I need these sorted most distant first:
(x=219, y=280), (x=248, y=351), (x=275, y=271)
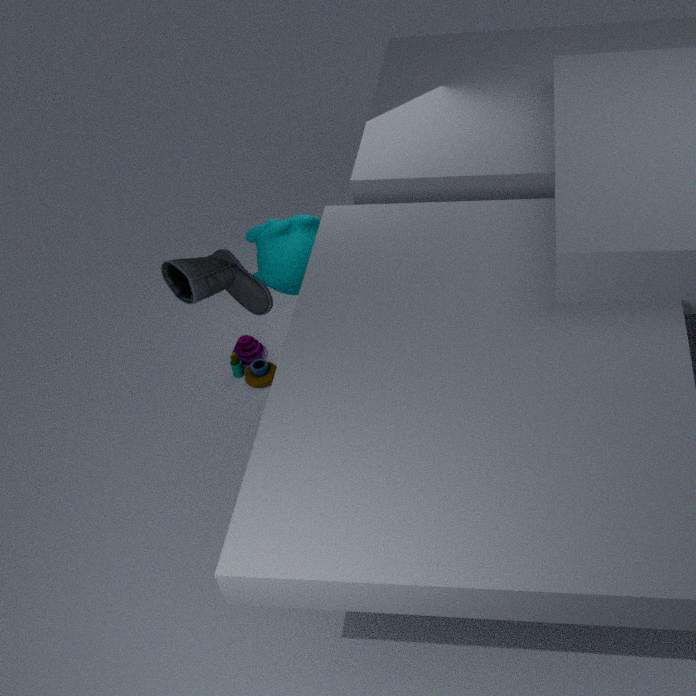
(x=248, y=351) → (x=275, y=271) → (x=219, y=280)
